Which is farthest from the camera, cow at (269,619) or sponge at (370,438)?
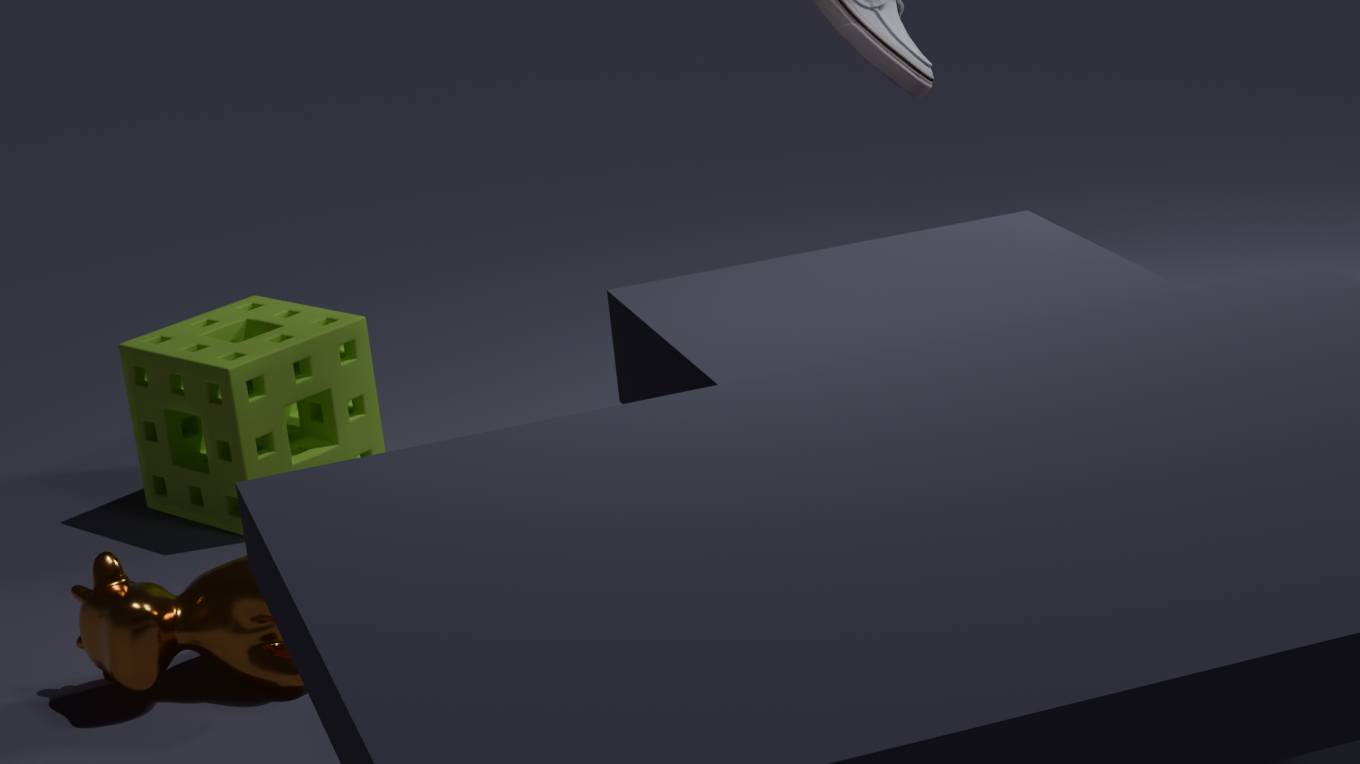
sponge at (370,438)
